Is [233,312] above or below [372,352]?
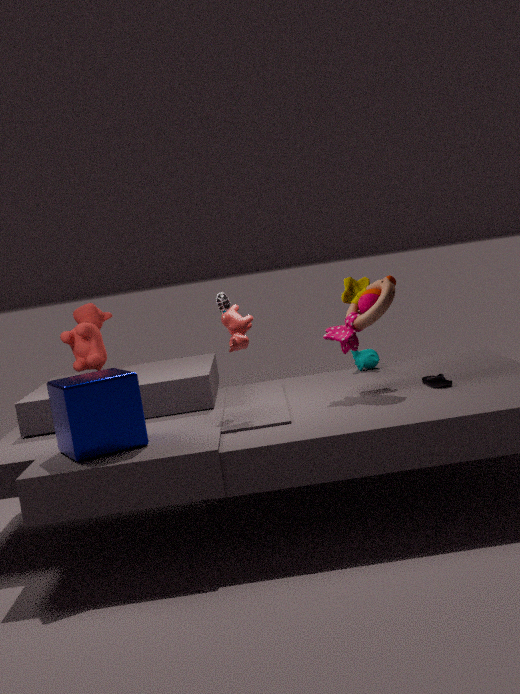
above
